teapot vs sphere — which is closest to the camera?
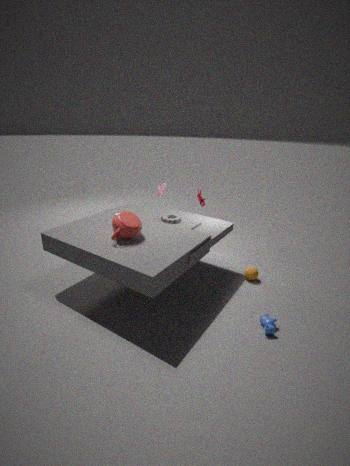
teapot
